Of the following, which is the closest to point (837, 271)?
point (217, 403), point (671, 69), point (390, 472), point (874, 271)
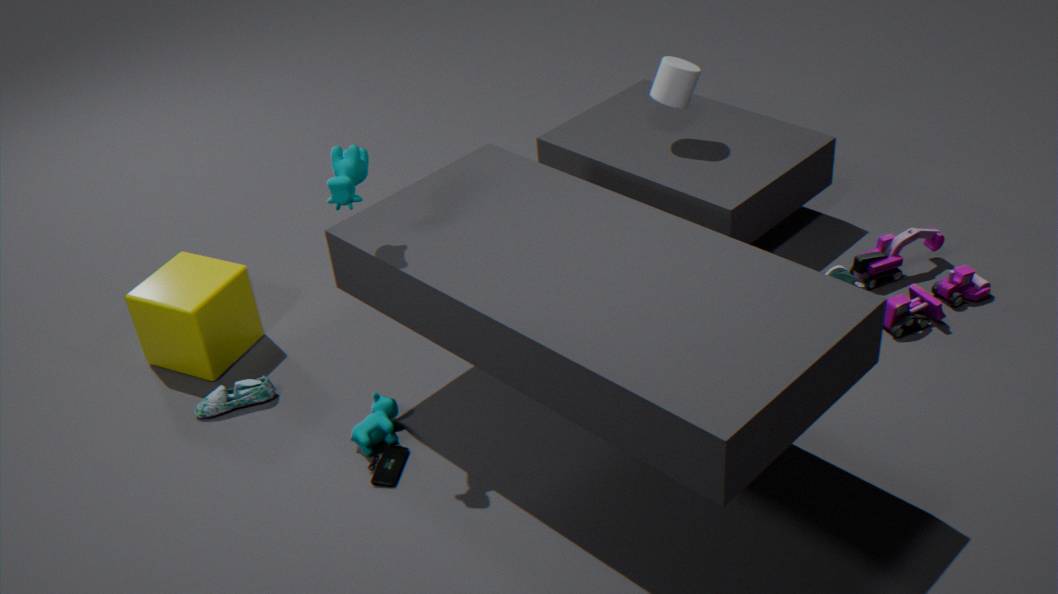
point (874, 271)
